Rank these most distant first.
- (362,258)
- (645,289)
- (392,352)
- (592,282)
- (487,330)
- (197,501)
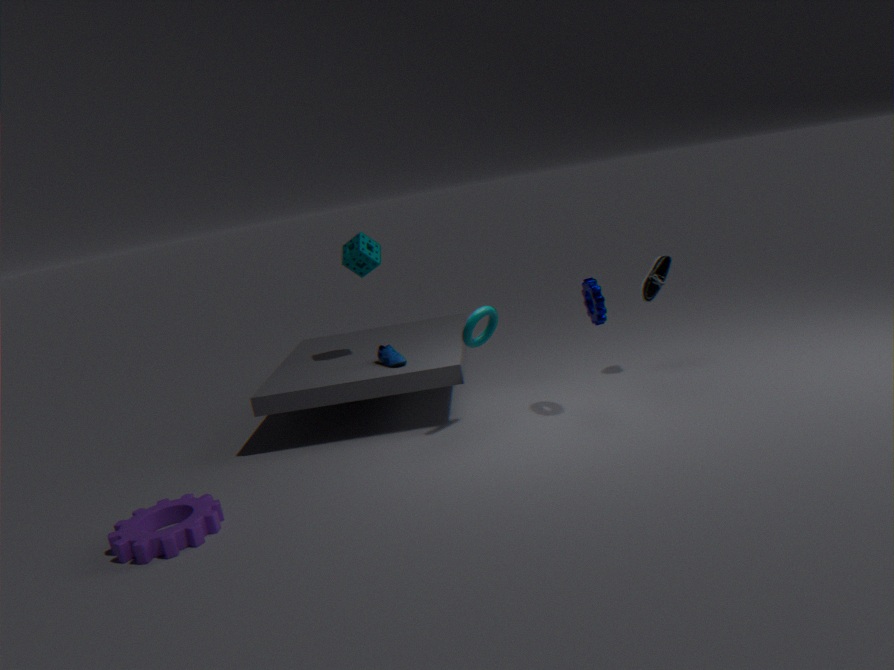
(362,258) < (645,289) < (392,352) < (487,330) < (592,282) < (197,501)
